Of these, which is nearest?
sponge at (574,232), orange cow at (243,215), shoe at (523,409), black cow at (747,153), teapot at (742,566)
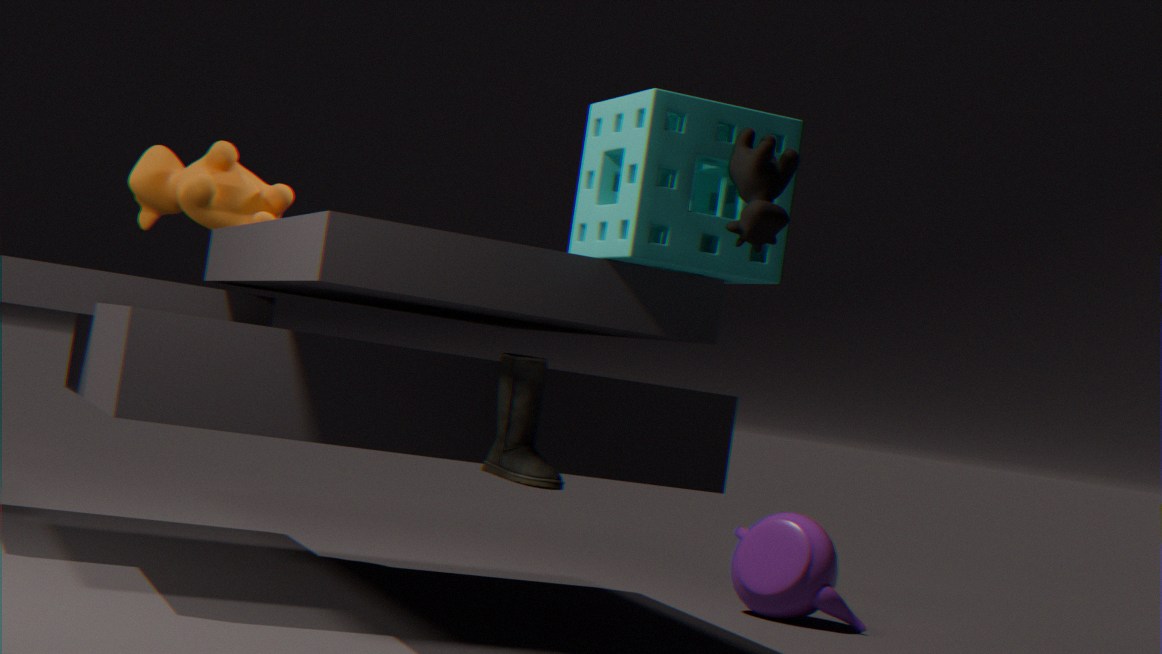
black cow at (747,153)
